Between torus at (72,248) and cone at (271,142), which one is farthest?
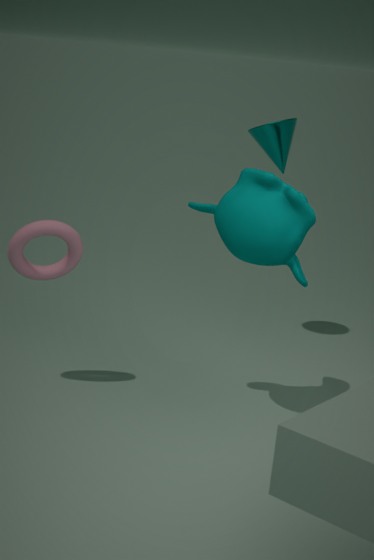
cone at (271,142)
